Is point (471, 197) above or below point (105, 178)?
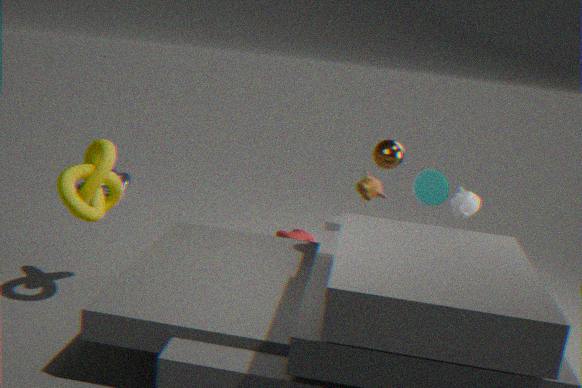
above
